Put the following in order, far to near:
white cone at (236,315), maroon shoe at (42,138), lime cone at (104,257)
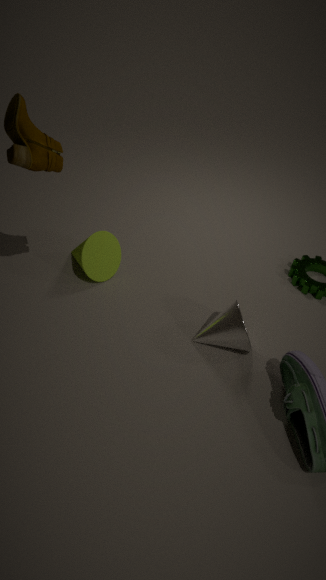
lime cone at (104,257)
white cone at (236,315)
maroon shoe at (42,138)
